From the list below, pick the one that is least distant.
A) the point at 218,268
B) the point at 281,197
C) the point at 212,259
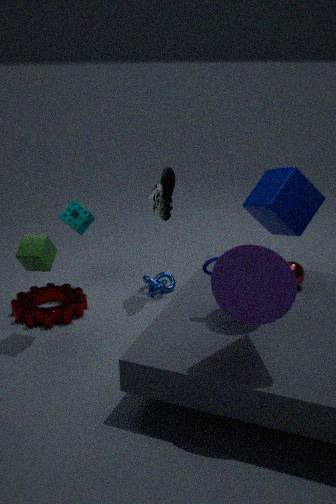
the point at 218,268
